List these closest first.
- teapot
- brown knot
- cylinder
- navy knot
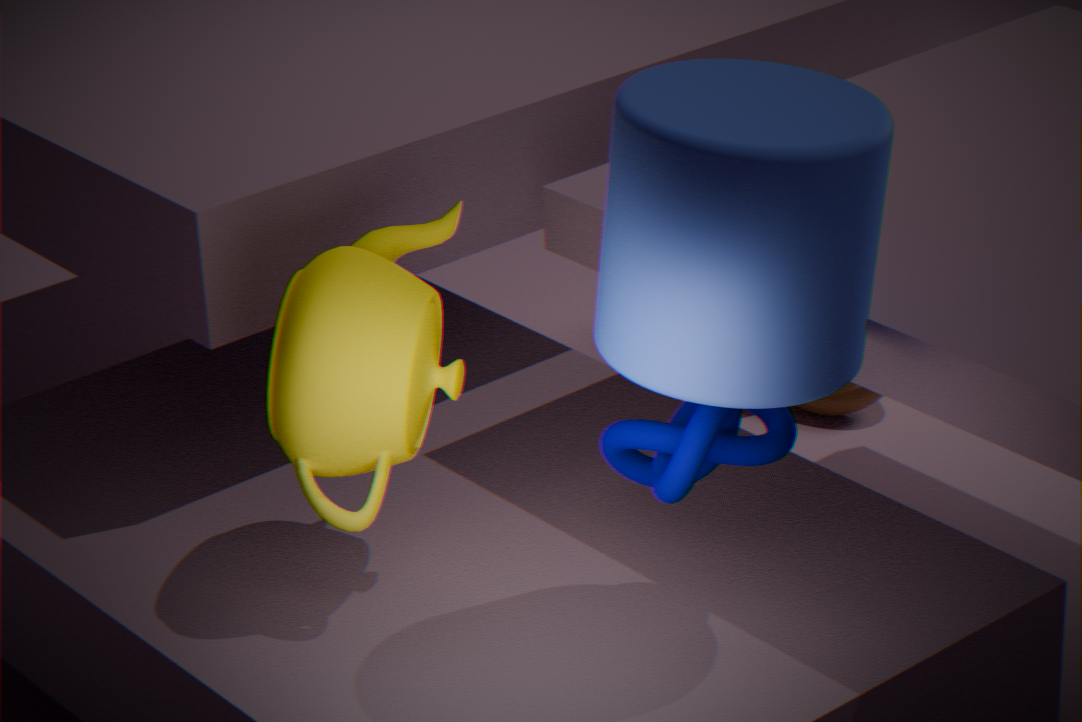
cylinder < navy knot < teapot < brown knot
